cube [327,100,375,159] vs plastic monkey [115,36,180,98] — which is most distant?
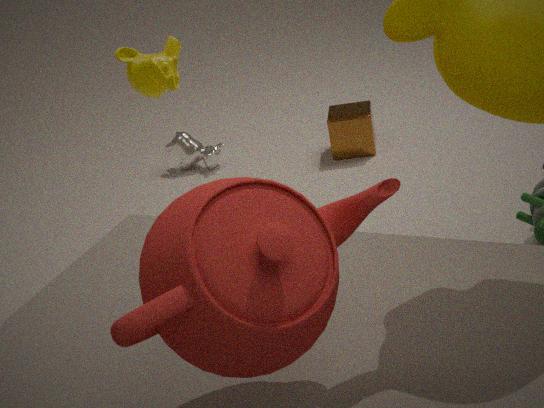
cube [327,100,375,159]
